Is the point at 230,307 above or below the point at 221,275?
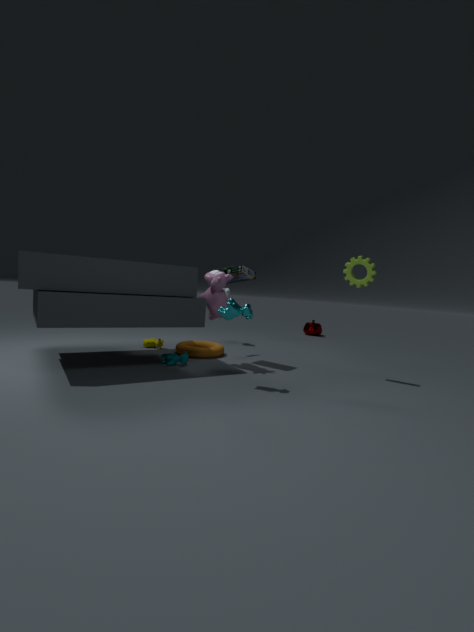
below
